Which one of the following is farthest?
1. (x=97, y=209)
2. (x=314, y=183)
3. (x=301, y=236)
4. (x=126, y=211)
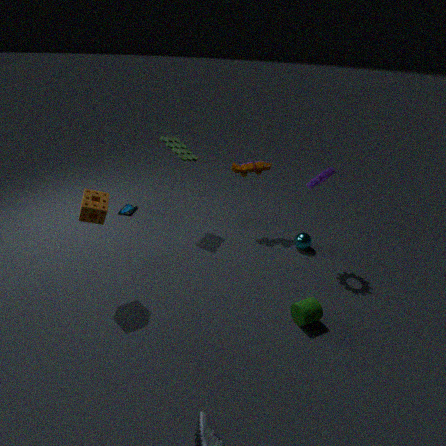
(x=126, y=211)
